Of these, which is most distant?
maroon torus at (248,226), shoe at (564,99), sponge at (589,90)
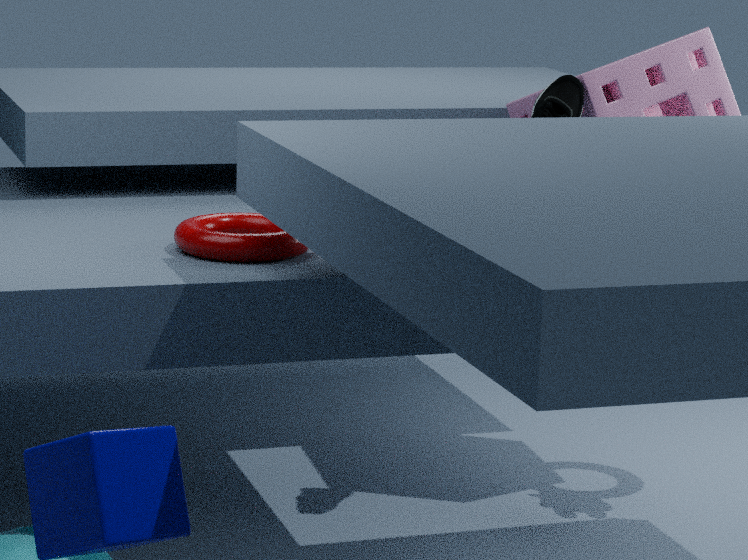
sponge at (589,90)
